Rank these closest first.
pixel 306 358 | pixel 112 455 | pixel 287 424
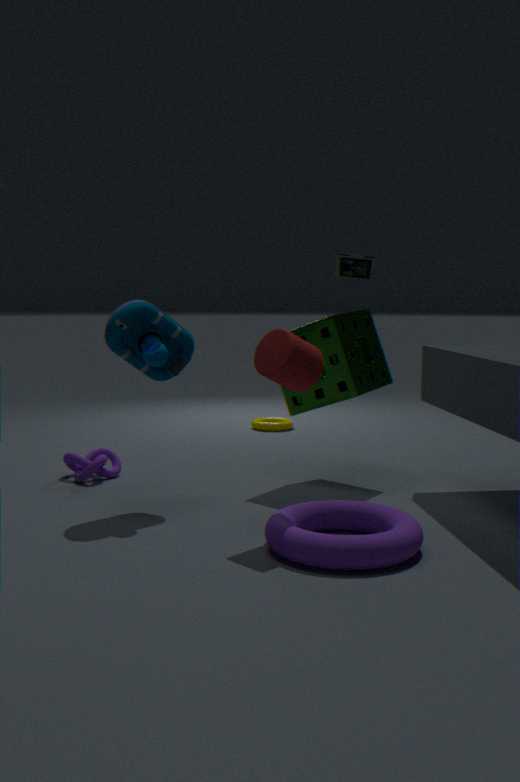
pixel 306 358 < pixel 112 455 < pixel 287 424
